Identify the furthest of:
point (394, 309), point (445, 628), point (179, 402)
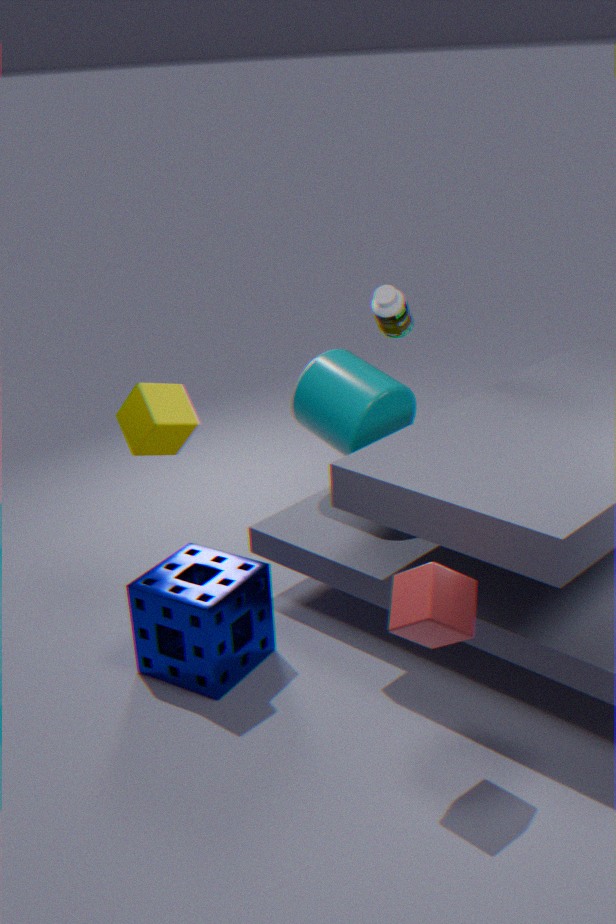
point (394, 309)
